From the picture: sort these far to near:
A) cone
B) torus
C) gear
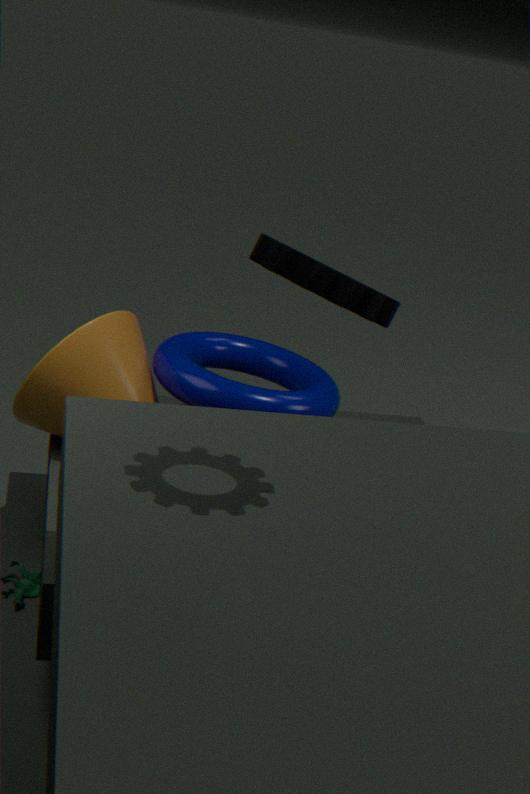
torus
cone
gear
